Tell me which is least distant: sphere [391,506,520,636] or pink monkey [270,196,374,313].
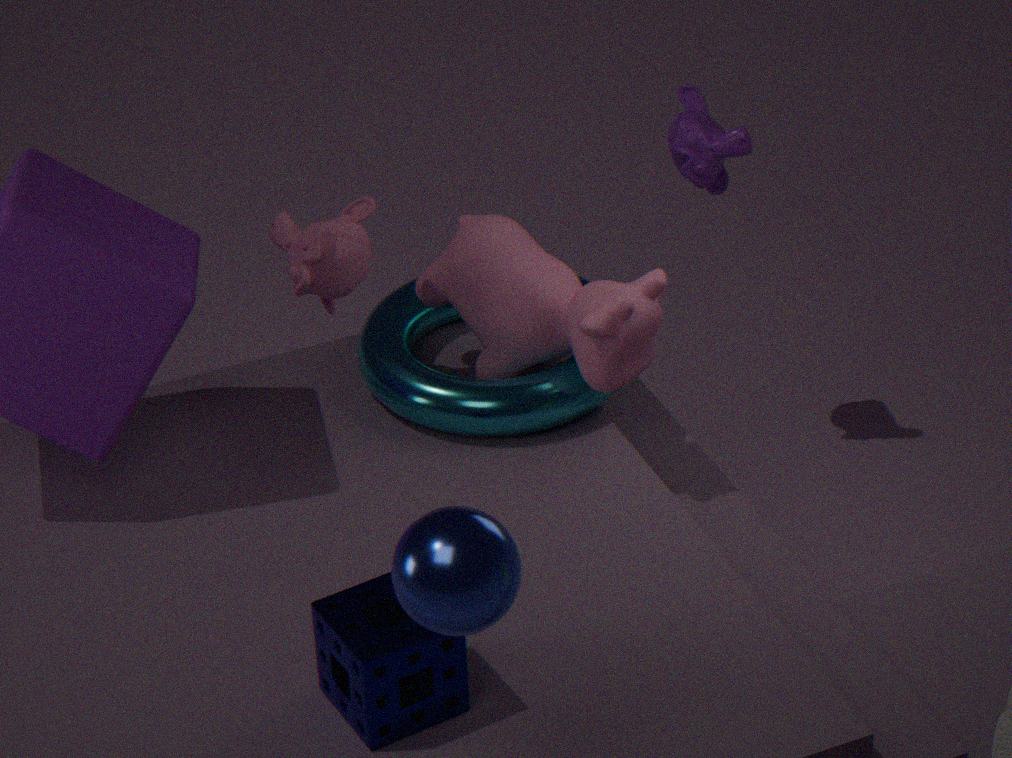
sphere [391,506,520,636]
